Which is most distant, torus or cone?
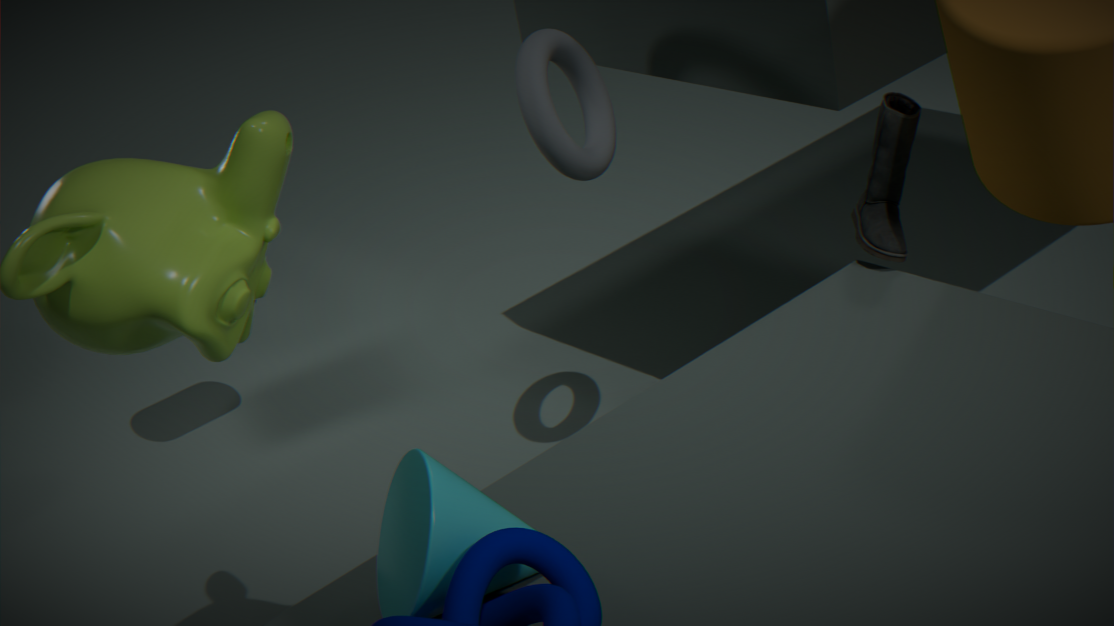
torus
